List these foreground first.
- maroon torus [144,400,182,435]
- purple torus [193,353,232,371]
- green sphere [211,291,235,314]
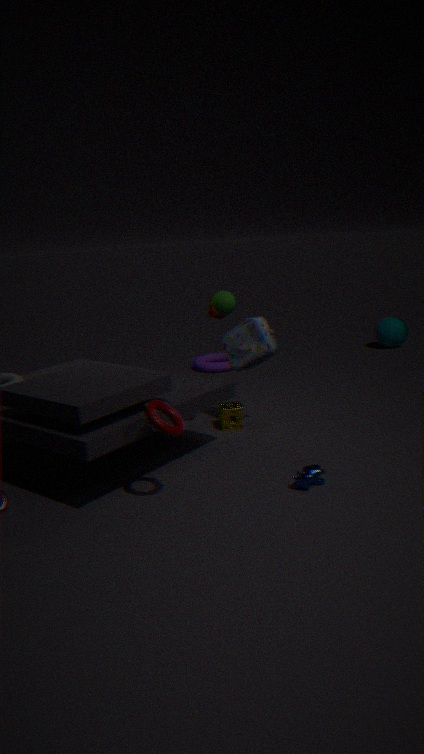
maroon torus [144,400,182,435], green sphere [211,291,235,314], purple torus [193,353,232,371]
